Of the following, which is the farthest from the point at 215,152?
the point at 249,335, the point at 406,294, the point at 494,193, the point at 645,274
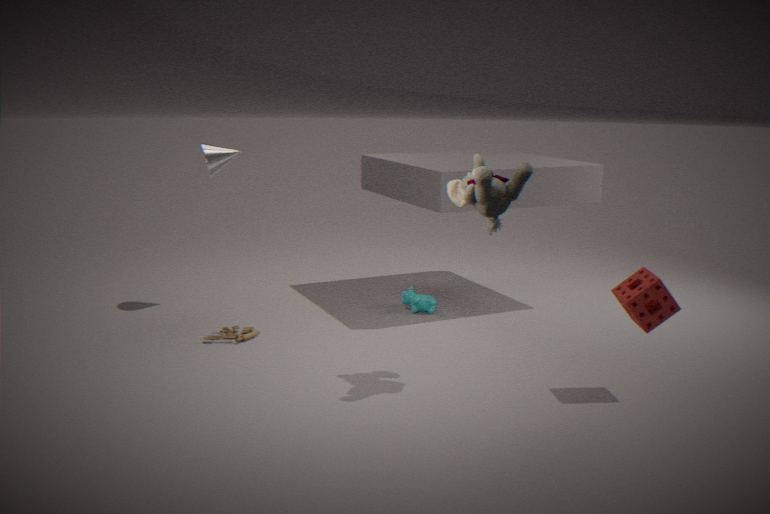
the point at 645,274
